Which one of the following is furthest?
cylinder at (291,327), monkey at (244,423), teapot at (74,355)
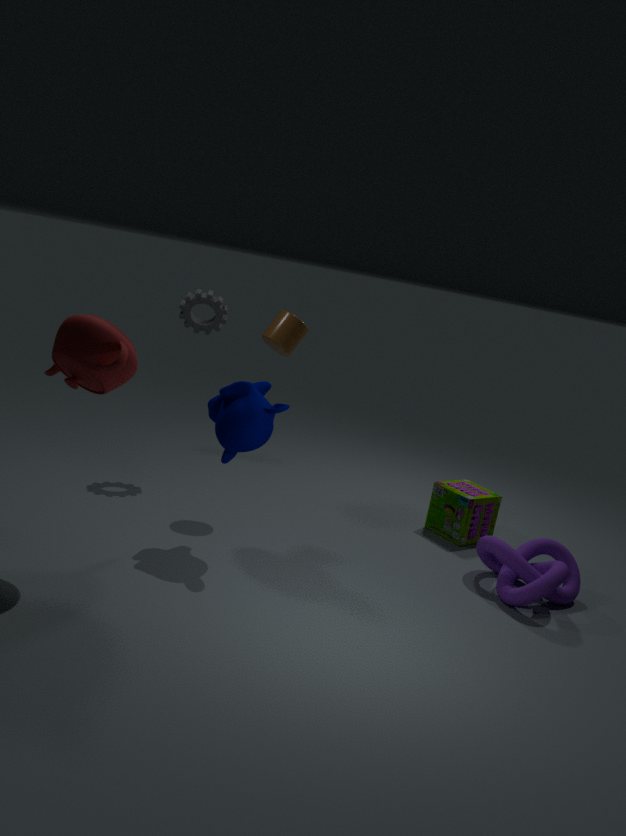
cylinder at (291,327)
